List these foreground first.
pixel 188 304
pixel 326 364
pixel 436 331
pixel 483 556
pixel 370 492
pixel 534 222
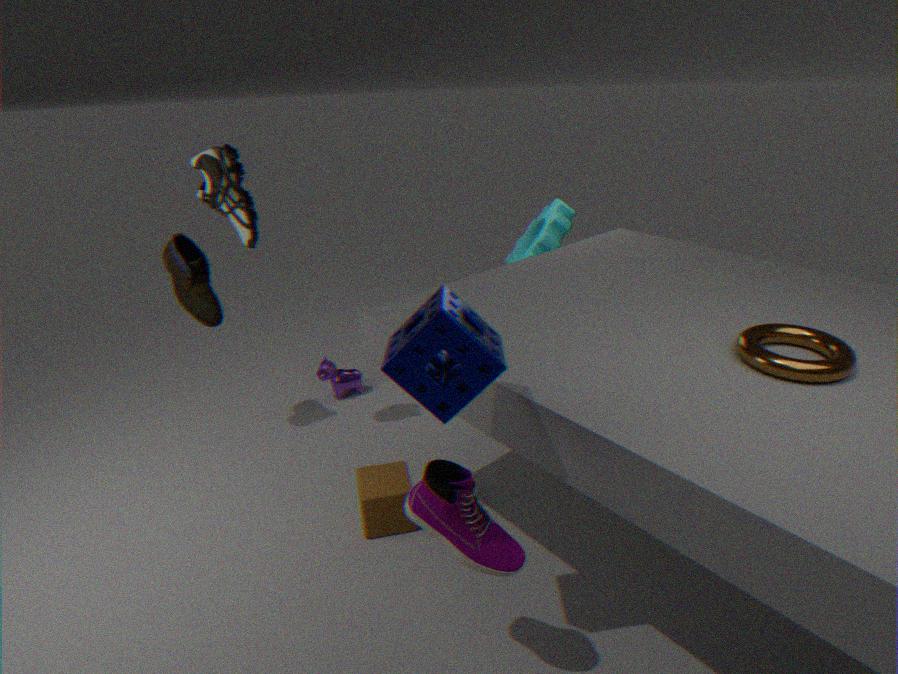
pixel 436 331 → pixel 483 556 → pixel 370 492 → pixel 188 304 → pixel 326 364 → pixel 534 222
